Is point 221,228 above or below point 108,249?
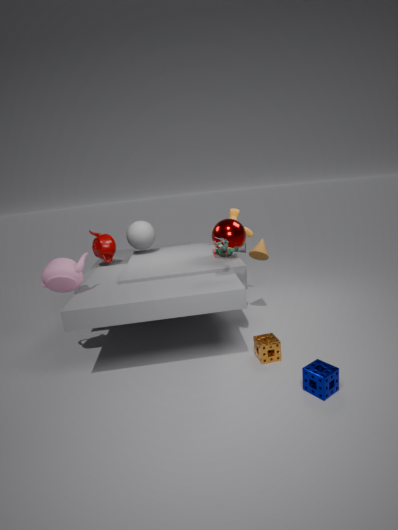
above
